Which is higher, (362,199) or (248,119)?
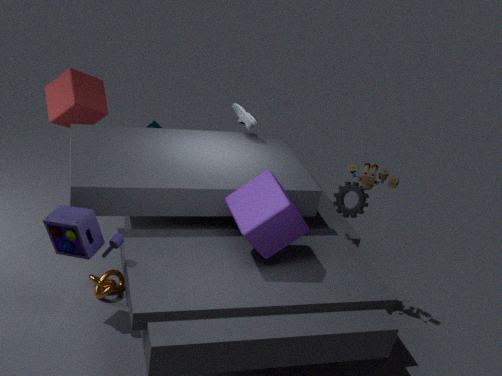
(248,119)
